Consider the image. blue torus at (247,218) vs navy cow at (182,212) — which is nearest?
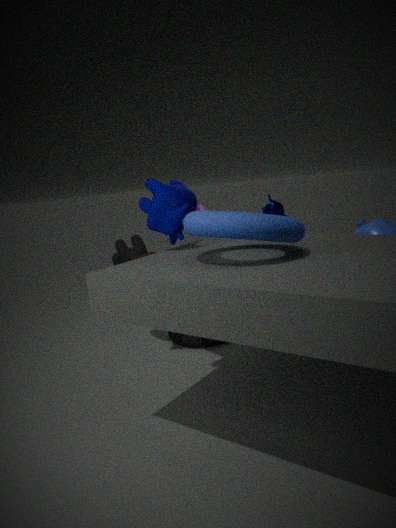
blue torus at (247,218)
